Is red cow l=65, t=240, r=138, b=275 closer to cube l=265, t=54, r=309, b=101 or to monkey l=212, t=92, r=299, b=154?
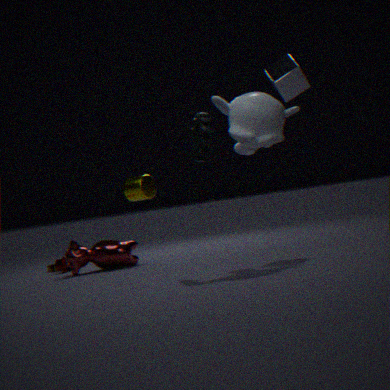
monkey l=212, t=92, r=299, b=154
